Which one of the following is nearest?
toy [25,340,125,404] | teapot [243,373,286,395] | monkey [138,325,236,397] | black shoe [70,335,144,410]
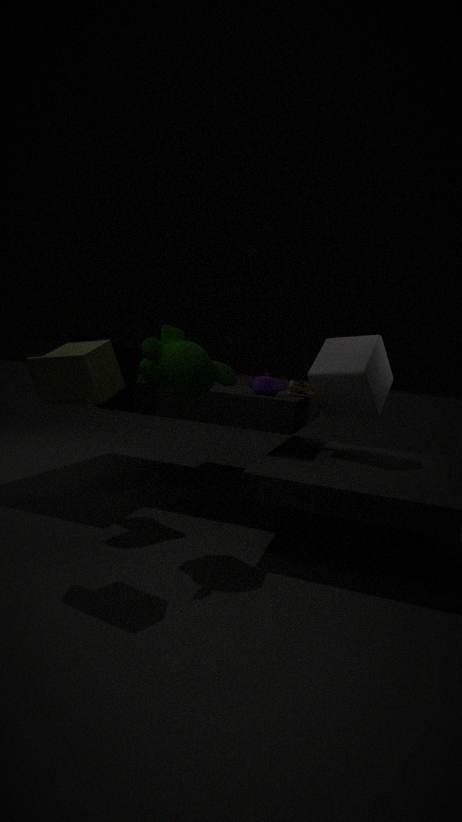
toy [25,340,125,404]
